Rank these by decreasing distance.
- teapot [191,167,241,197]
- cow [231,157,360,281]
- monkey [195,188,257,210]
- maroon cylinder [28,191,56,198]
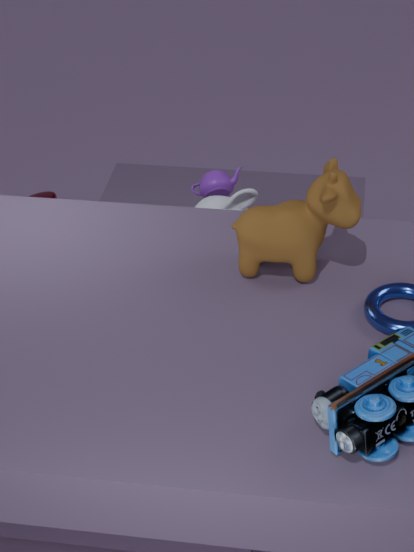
teapot [191,167,241,197], maroon cylinder [28,191,56,198], monkey [195,188,257,210], cow [231,157,360,281]
